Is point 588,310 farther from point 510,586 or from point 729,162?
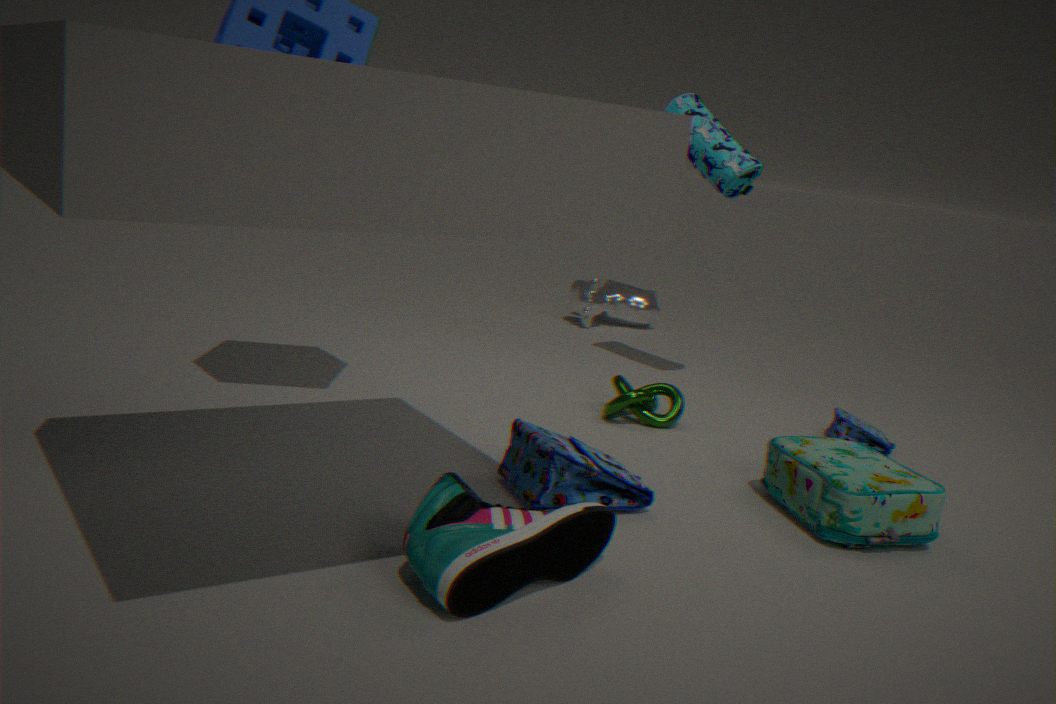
point 510,586
